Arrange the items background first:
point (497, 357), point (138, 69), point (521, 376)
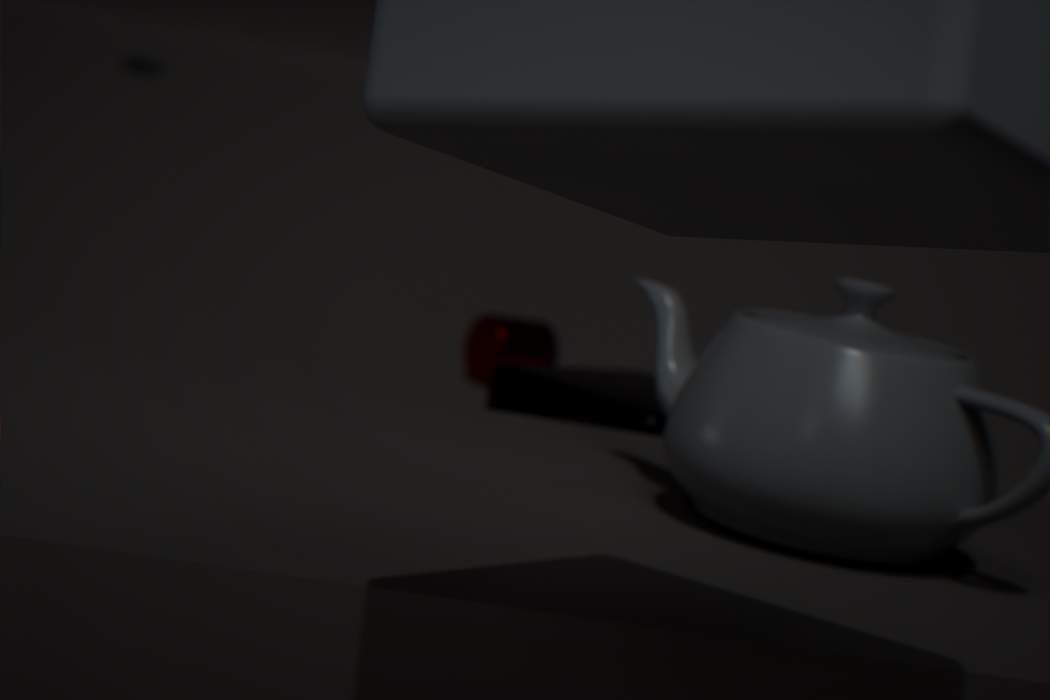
point (138, 69), point (497, 357), point (521, 376)
